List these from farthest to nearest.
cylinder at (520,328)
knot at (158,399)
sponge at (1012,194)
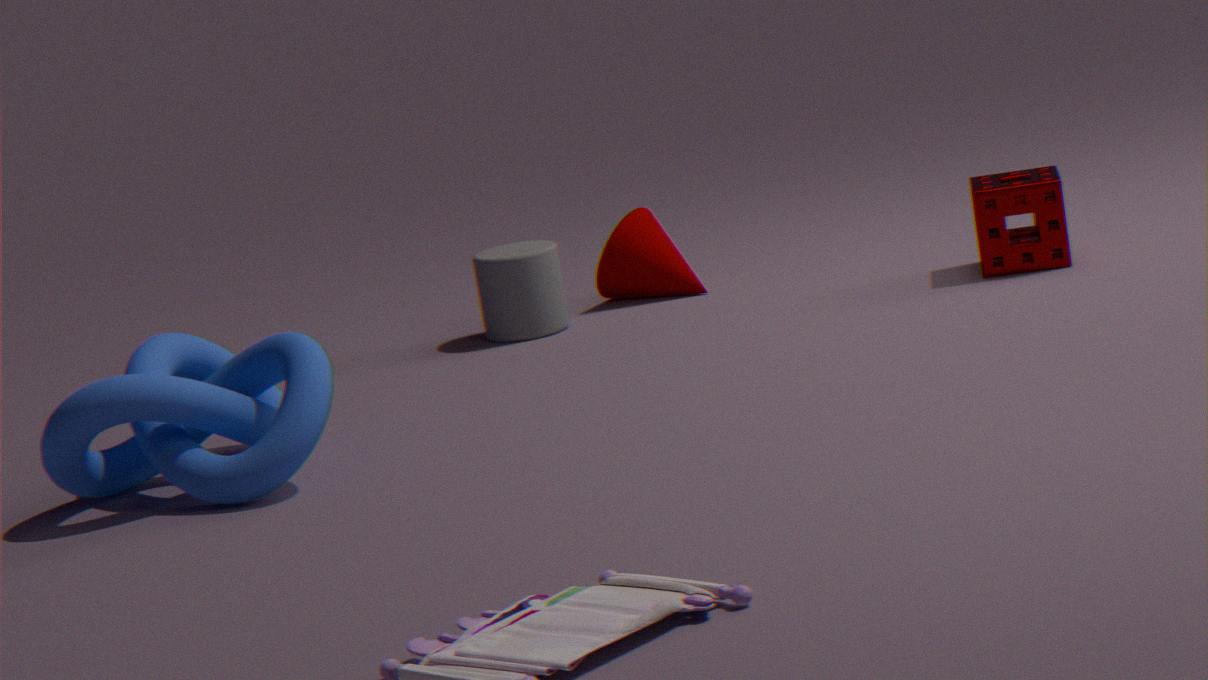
1. cylinder at (520,328)
2. sponge at (1012,194)
3. knot at (158,399)
